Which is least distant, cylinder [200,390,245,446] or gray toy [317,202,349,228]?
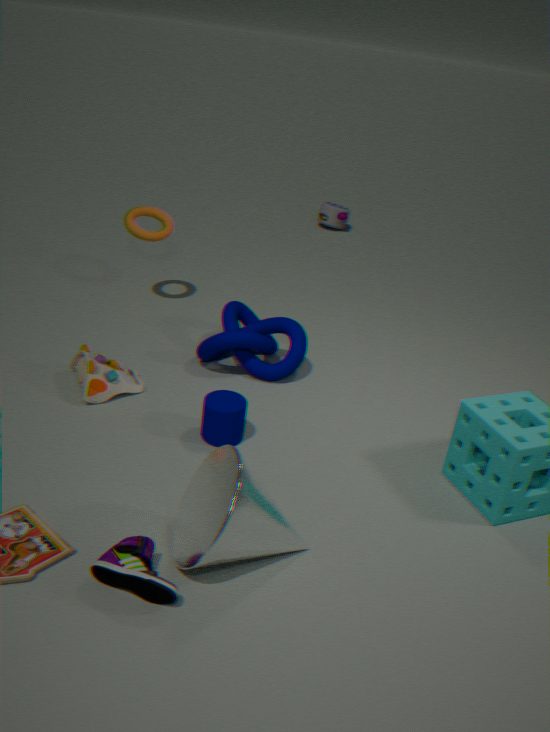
cylinder [200,390,245,446]
